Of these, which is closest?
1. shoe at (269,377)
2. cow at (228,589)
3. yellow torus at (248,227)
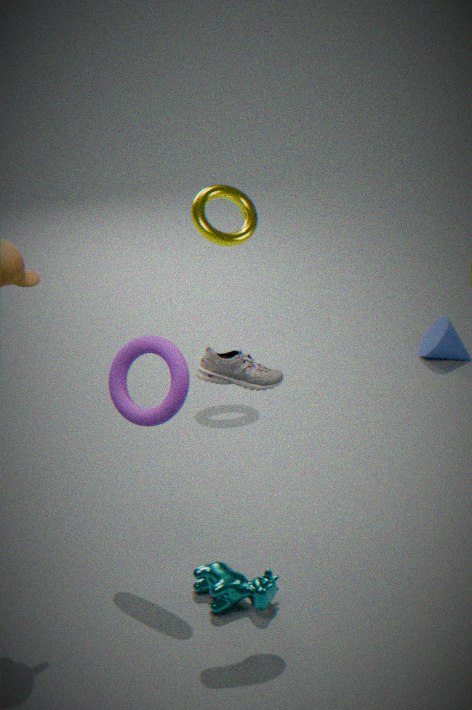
shoe at (269,377)
